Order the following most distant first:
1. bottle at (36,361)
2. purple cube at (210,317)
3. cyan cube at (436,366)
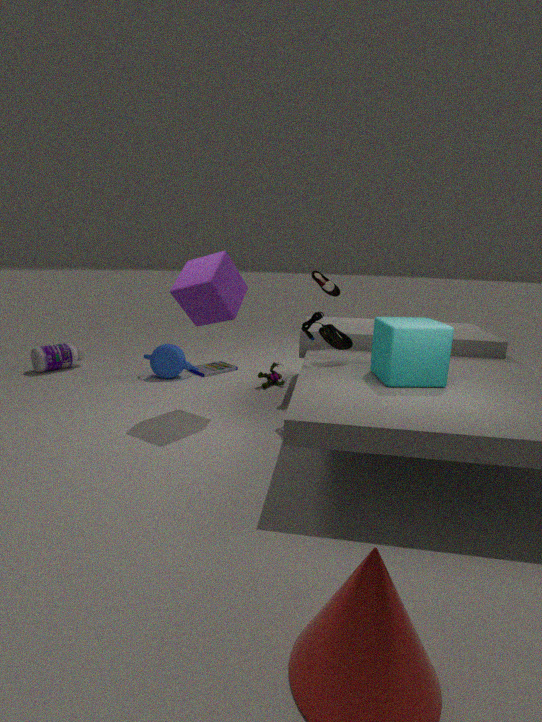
1. bottle at (36,361)
2. purple cube at (210,317)
3. cyan cube at (436,366)
